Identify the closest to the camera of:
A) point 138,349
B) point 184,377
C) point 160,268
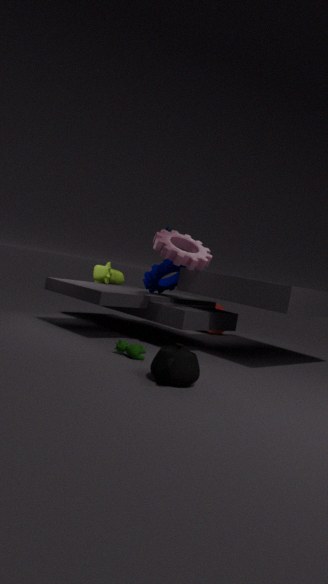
point 184,377
